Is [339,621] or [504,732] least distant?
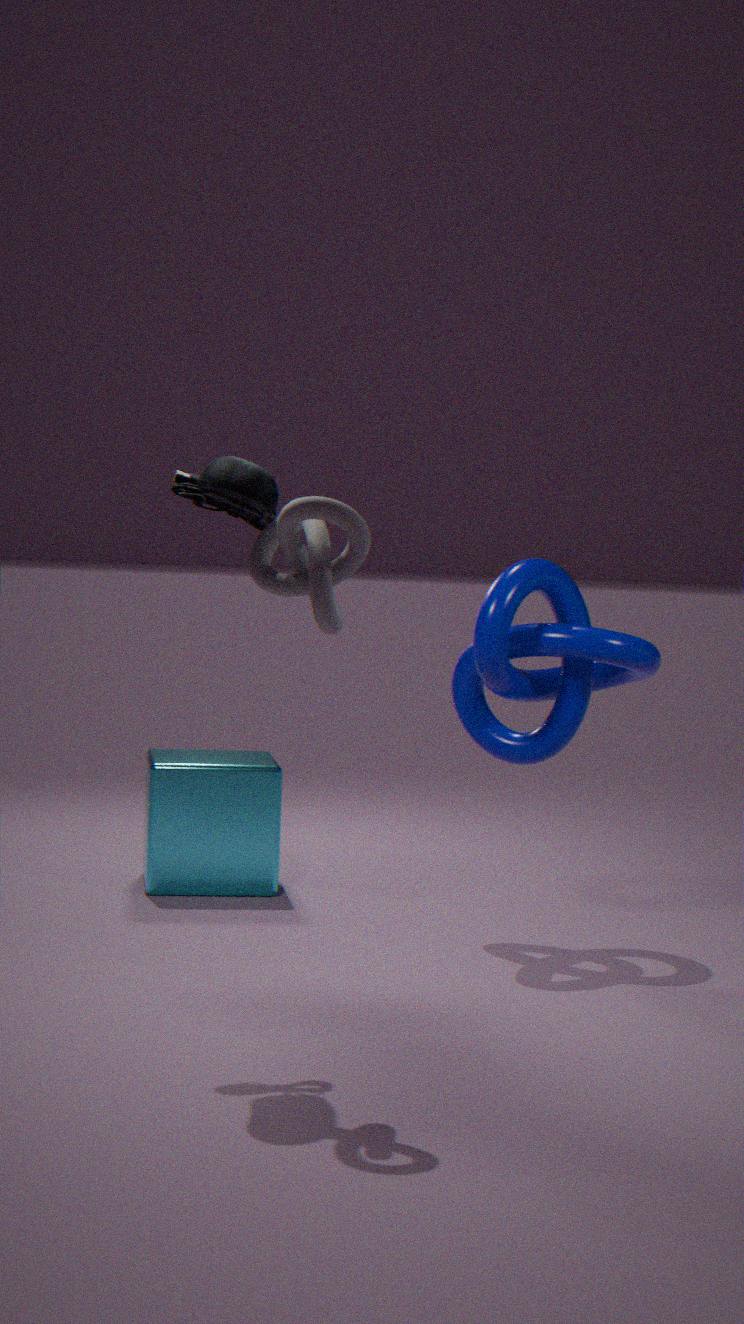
[339,621]
